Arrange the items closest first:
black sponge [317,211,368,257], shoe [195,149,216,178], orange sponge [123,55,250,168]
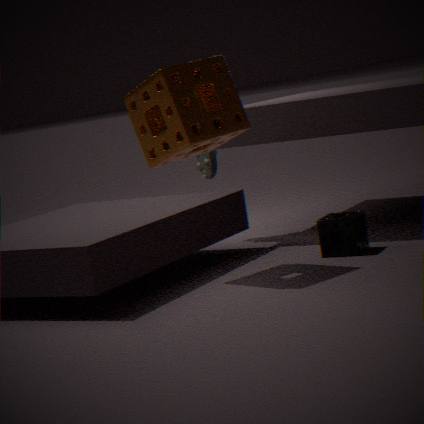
1. orange sponge [123,55,250,168]
2. black sponge [317,211,368,257]
3. shoe [195,149,216,178]
